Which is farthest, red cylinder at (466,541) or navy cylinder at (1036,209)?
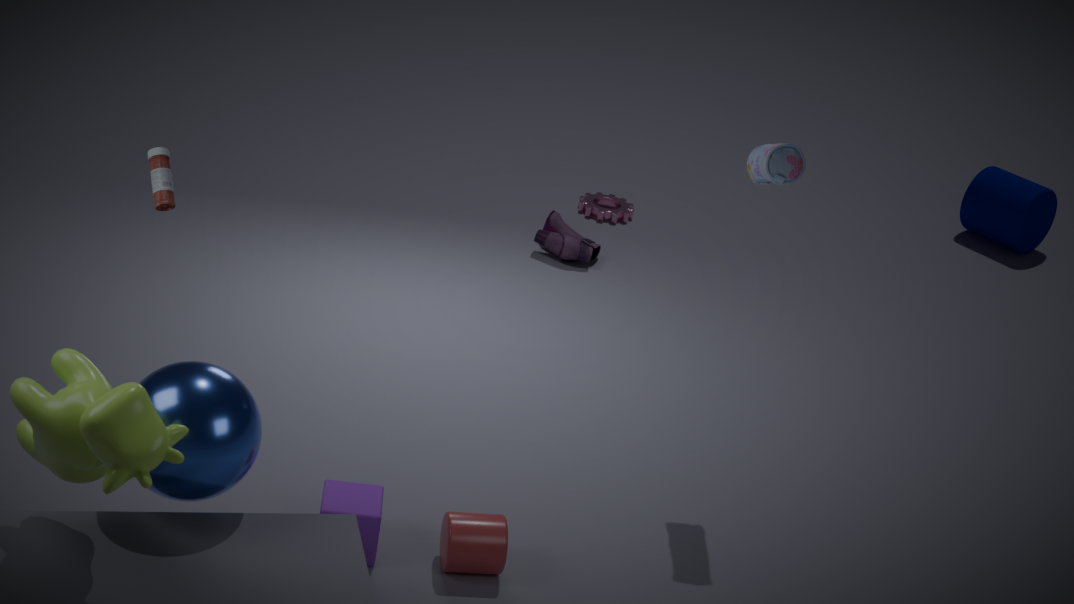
navy cylinder at (1036,209)
